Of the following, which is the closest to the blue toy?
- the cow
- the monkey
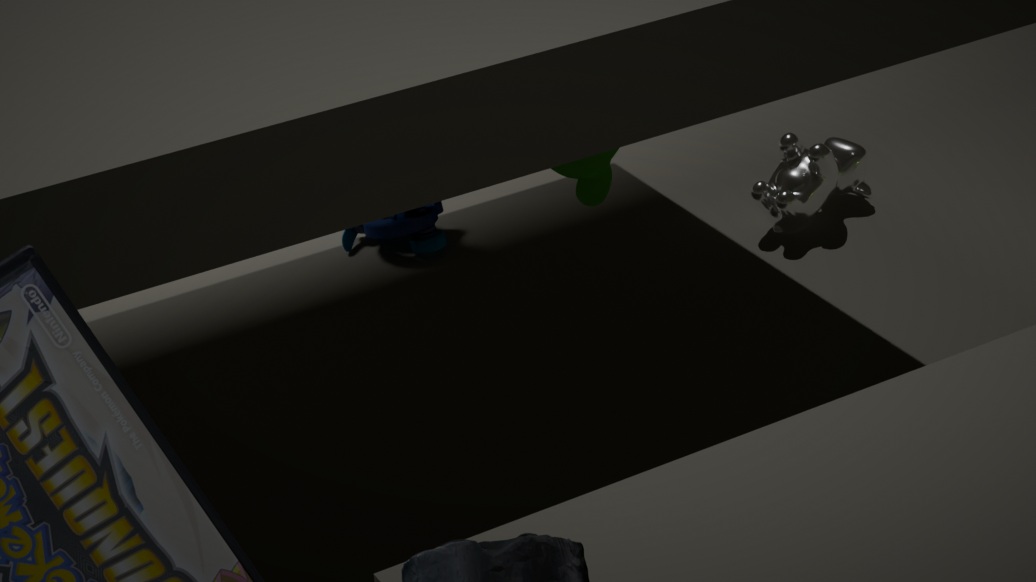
the cow
